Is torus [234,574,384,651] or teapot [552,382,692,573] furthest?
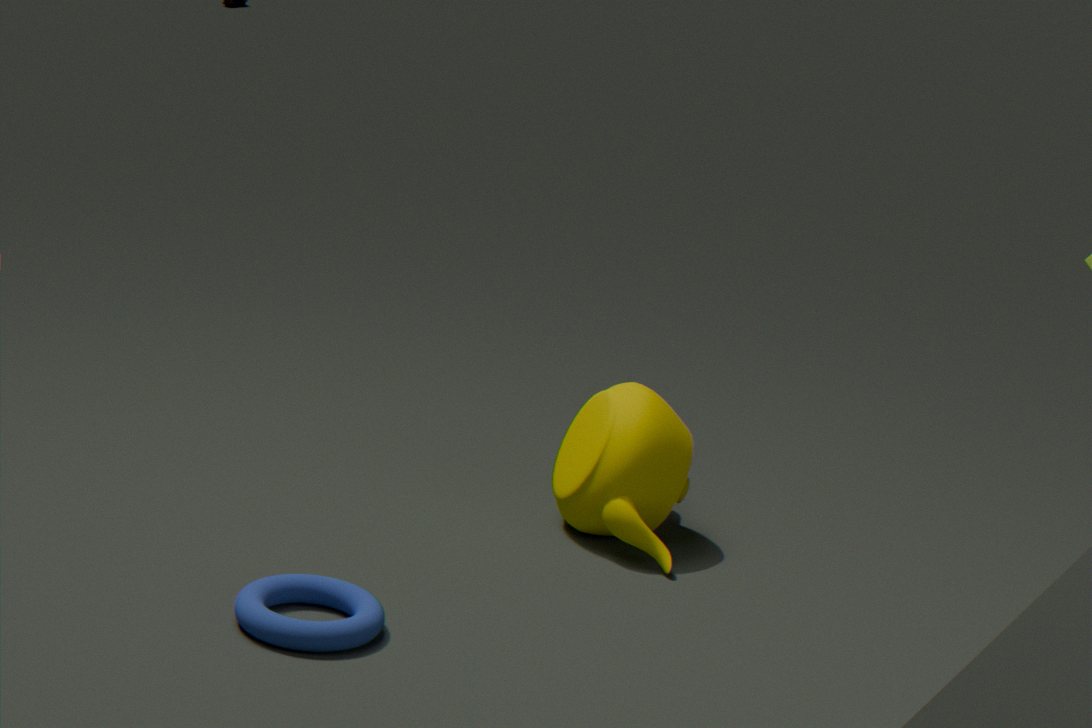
teapot [552,382,692,573]
